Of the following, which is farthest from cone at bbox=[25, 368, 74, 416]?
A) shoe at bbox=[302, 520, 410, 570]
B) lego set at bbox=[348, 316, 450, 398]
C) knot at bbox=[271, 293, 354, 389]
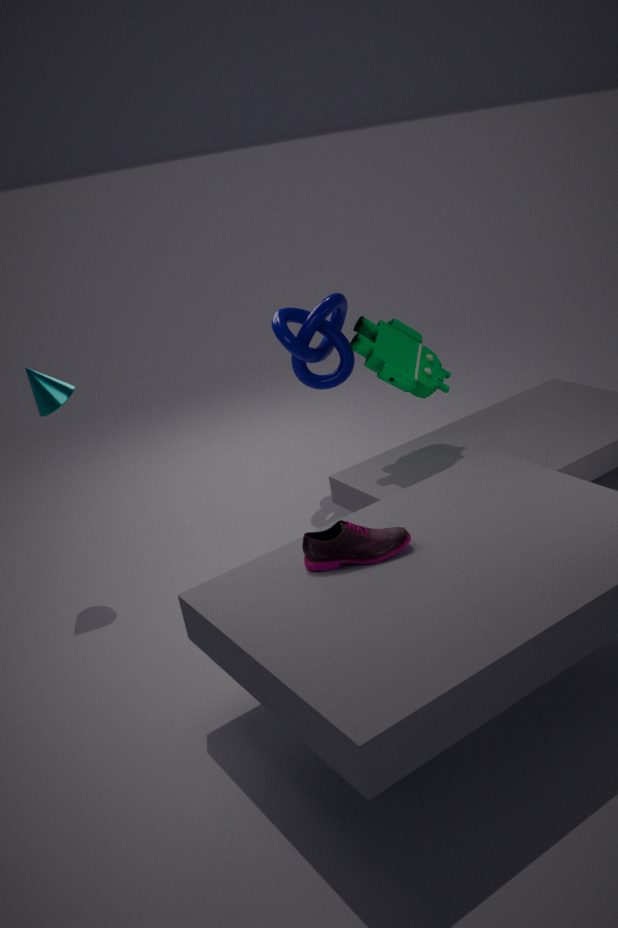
shoe at bbox=[302, 520, 410, 570]
